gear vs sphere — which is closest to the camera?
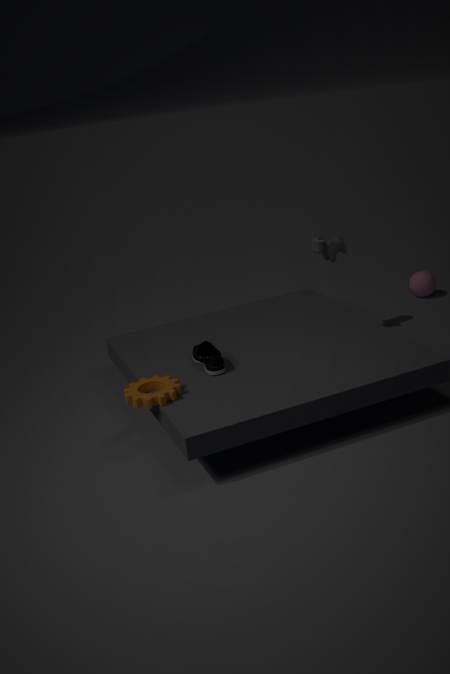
gear
